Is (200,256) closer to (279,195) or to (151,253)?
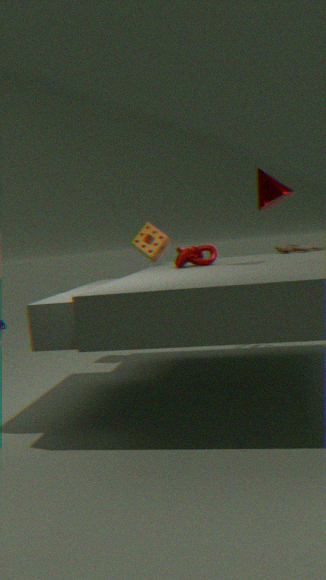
(151,253)
